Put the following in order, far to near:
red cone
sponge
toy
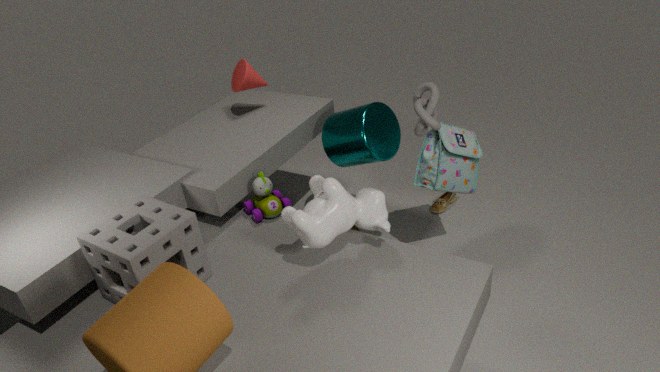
red cone
toy
sponge
